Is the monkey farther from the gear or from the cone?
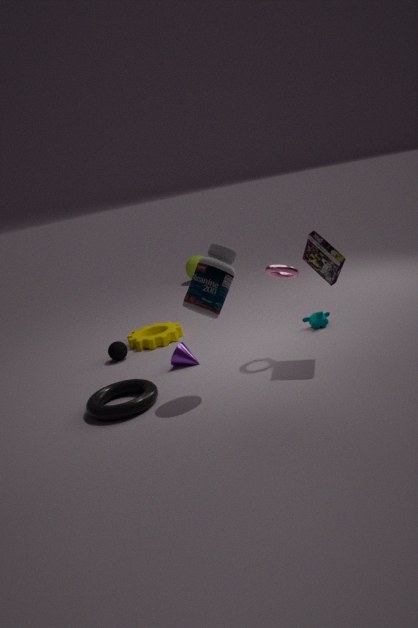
the gear
